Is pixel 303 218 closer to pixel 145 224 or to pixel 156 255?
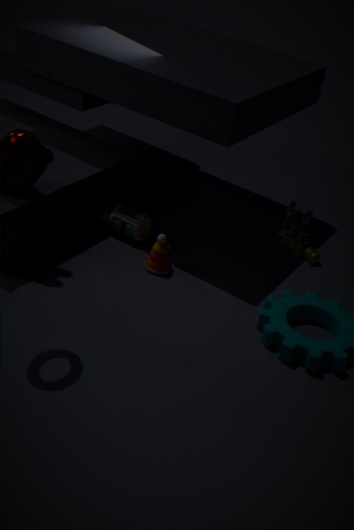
pixel 156 255
